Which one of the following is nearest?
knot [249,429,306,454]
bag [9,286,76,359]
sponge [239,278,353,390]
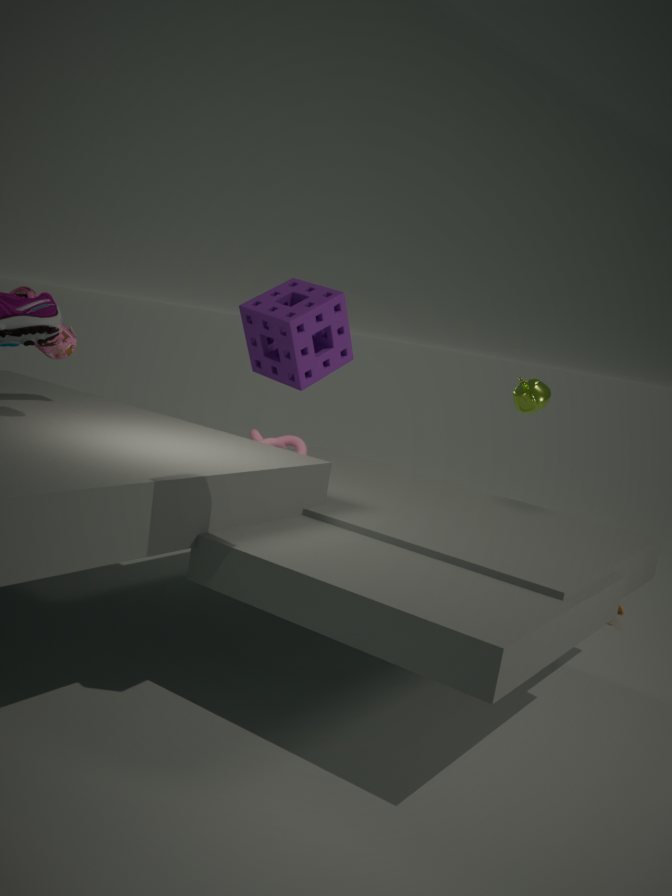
sponge [239,278,353,390]
